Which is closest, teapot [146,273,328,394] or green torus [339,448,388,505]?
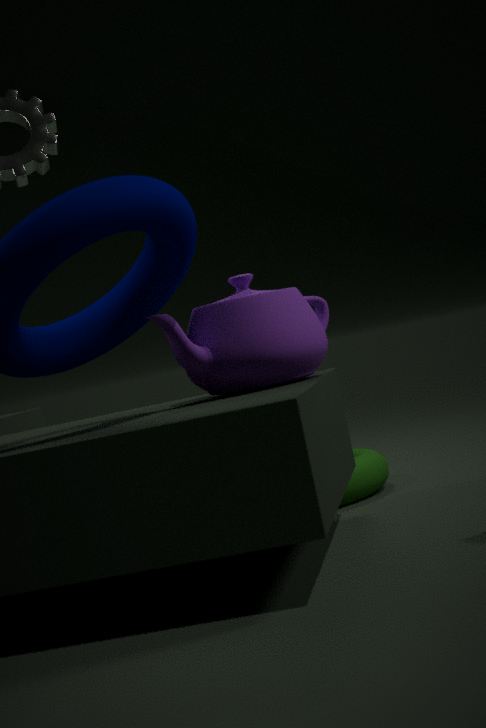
teapot [146,273,328,394]
